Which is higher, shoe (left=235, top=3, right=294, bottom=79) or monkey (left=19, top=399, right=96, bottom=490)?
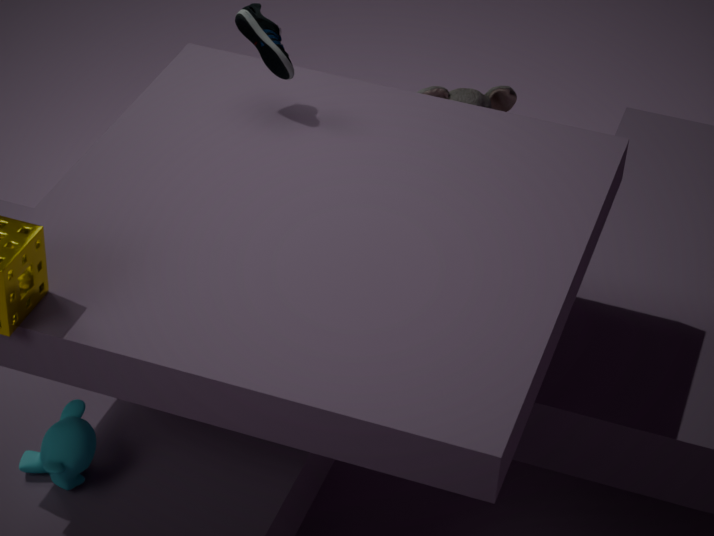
shoe (left=235, top=3, right=294, bottom=79)
